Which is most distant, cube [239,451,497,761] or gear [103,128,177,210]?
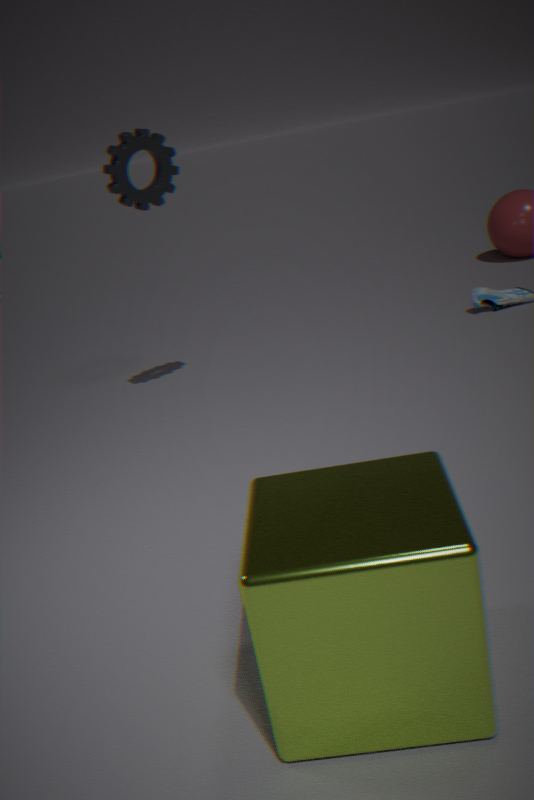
gear [103,128,177,210]
